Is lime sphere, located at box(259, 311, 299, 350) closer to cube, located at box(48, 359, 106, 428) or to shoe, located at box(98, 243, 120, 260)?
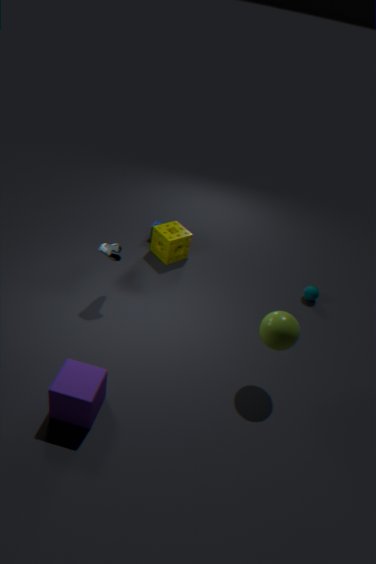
cube, located at box(48, 359, 106, 428)
